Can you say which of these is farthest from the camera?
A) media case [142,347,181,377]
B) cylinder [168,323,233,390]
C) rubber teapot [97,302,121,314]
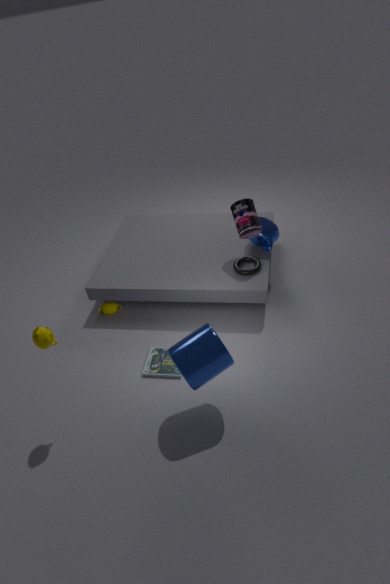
rubber teapot [97,302,121,314]
